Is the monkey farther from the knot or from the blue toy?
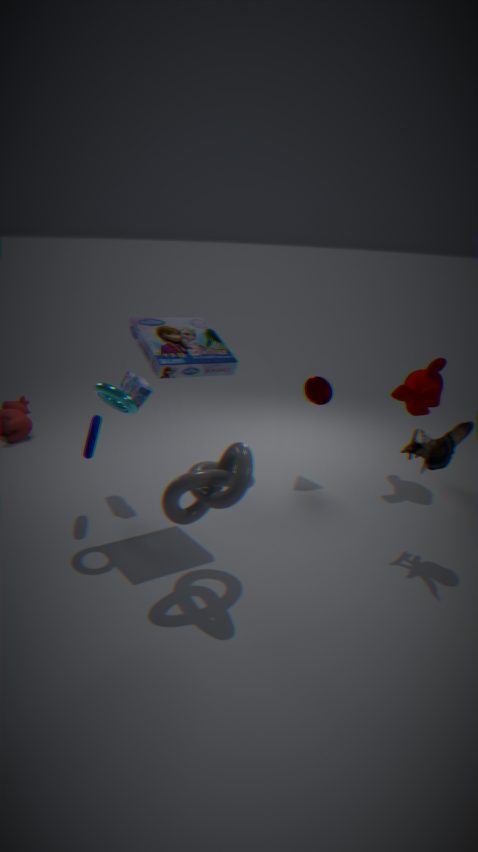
the blue toy
